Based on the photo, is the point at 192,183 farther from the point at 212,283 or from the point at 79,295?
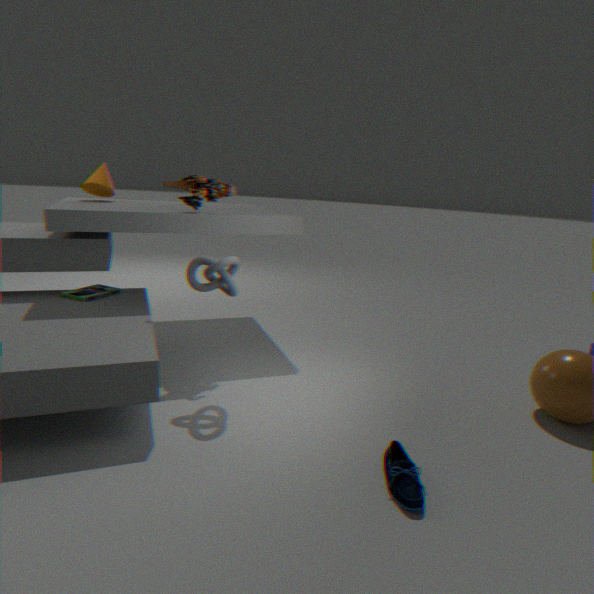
the point at 79,295
